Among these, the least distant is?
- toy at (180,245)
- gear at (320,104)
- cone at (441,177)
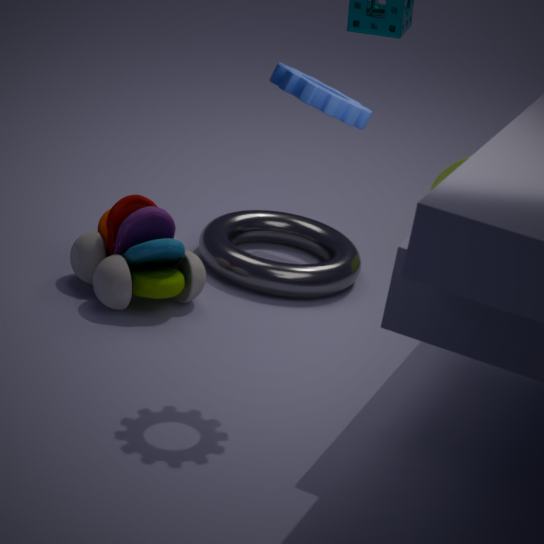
gear at (320,104)
